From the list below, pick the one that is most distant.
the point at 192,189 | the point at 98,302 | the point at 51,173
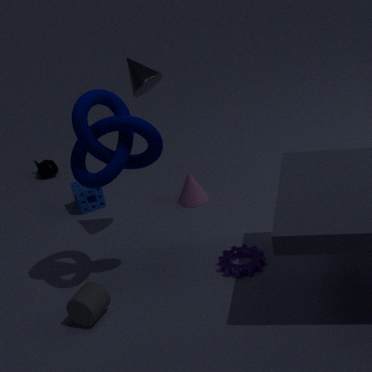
the point at 51,173
